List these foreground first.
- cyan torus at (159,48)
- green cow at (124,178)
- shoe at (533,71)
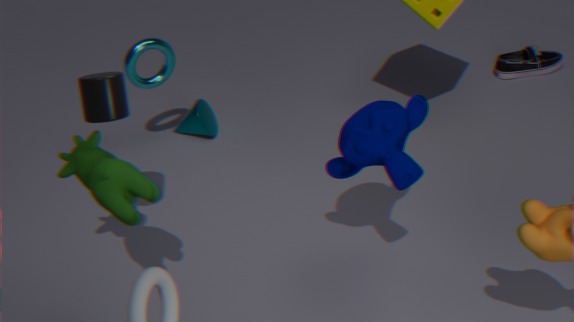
green cow at (124,178) < cyan torus at (159,48) < shoe at (533,71)
